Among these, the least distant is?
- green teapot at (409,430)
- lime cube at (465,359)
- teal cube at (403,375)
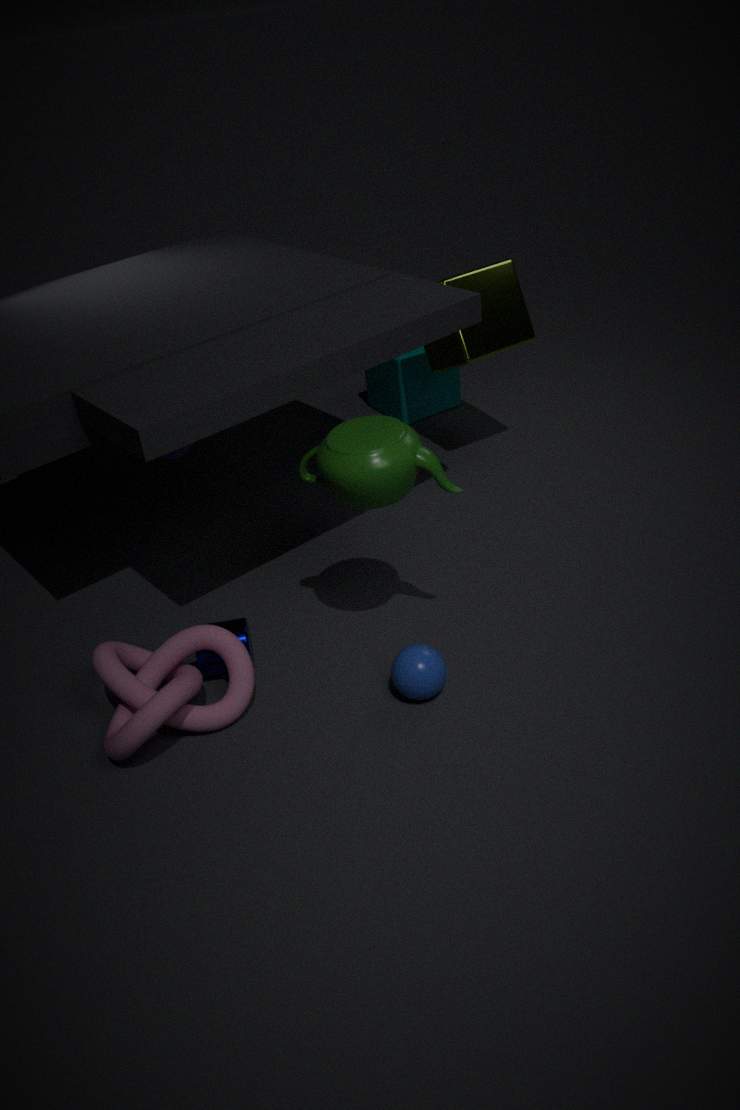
green teapot at (409,430)
